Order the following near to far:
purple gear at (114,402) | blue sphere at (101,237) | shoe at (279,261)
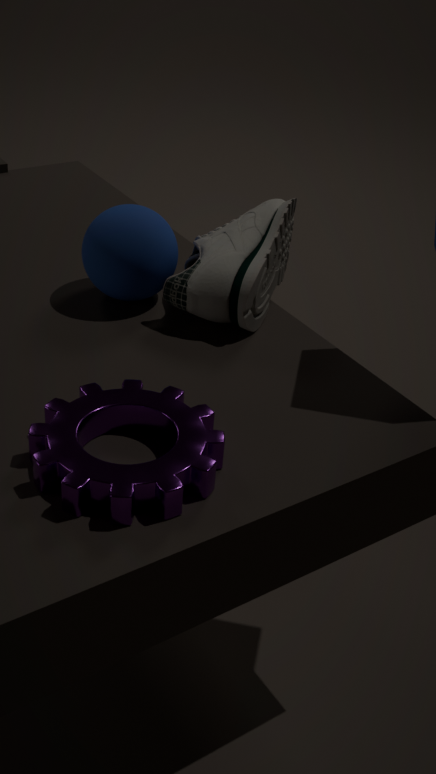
purple gear at (114,402) → shoe at (279,261) → blue sphere at (101,237)
